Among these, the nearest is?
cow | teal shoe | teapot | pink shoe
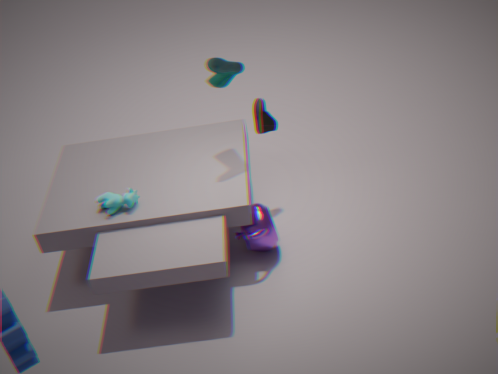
teal shoe
